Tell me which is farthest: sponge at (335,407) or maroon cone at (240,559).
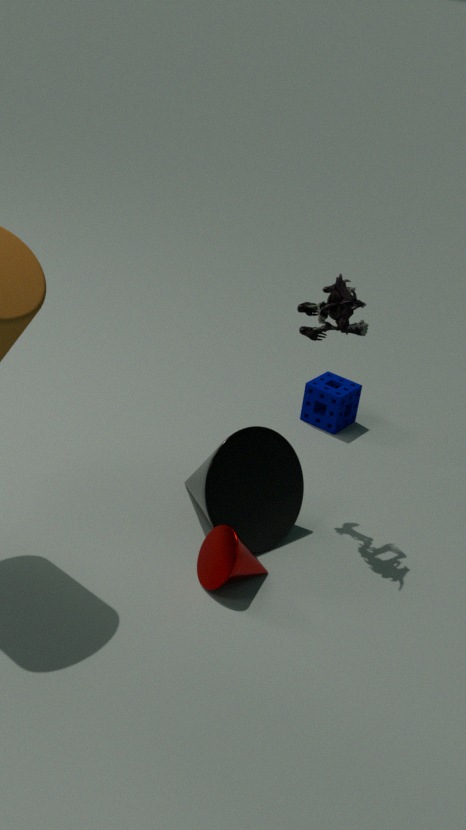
sponge at (335,407)
